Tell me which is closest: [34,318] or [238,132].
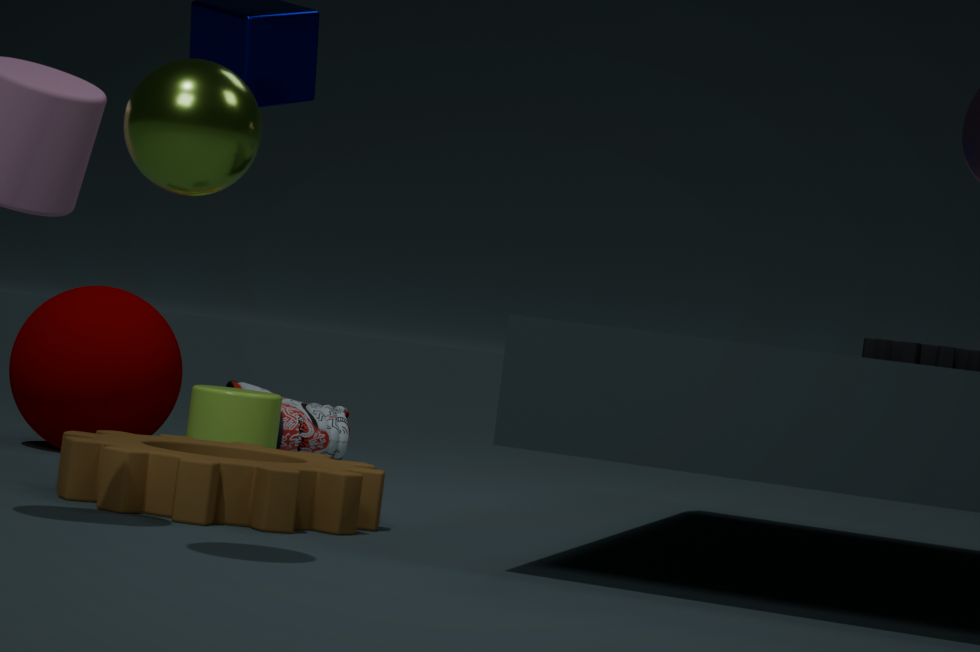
[238,132]
